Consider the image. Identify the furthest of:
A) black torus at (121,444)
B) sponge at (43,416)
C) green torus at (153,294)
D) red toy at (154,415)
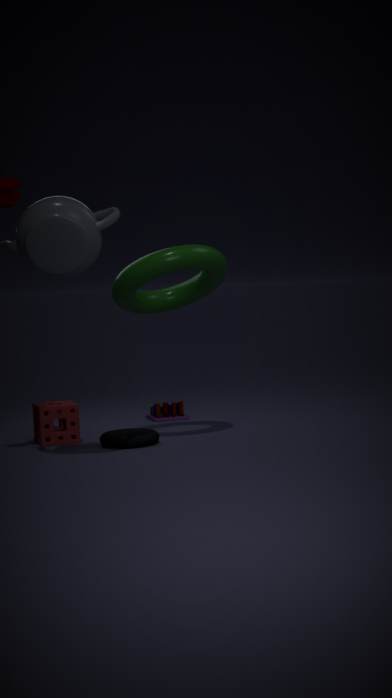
red toy at (154,415)
